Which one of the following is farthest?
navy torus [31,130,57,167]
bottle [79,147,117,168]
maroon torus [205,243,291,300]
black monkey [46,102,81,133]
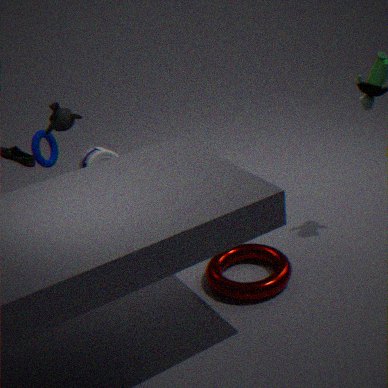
navy torus [31,130,57,167]
